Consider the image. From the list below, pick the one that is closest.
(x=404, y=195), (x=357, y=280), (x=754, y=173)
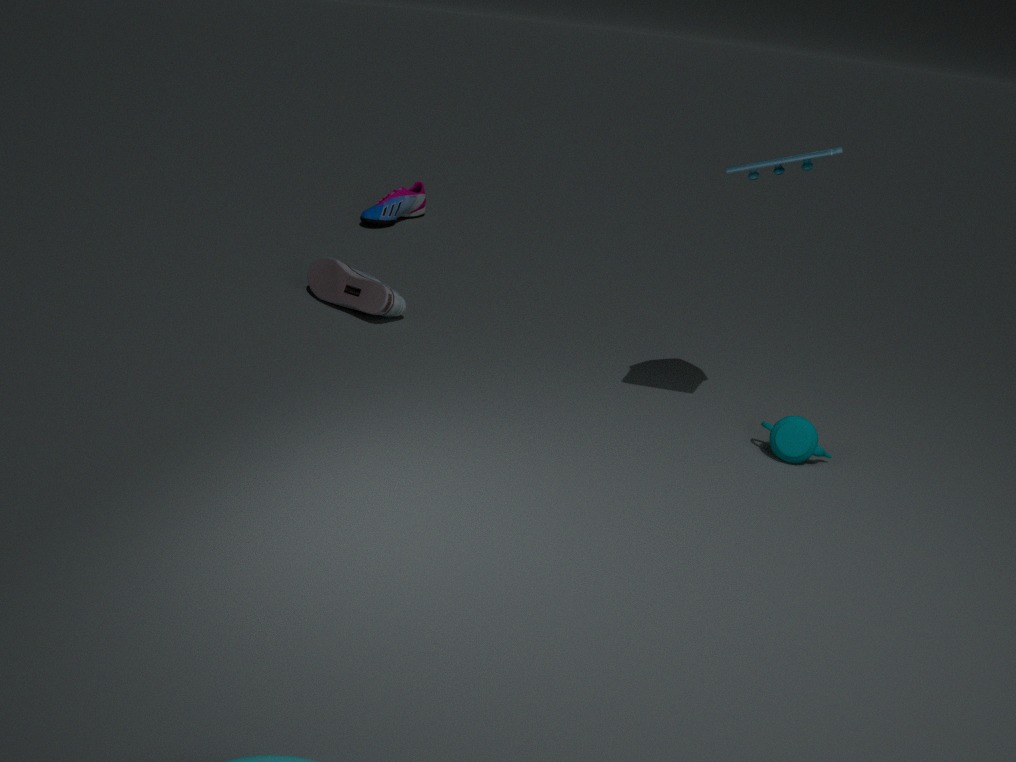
(x=754, y=173)
